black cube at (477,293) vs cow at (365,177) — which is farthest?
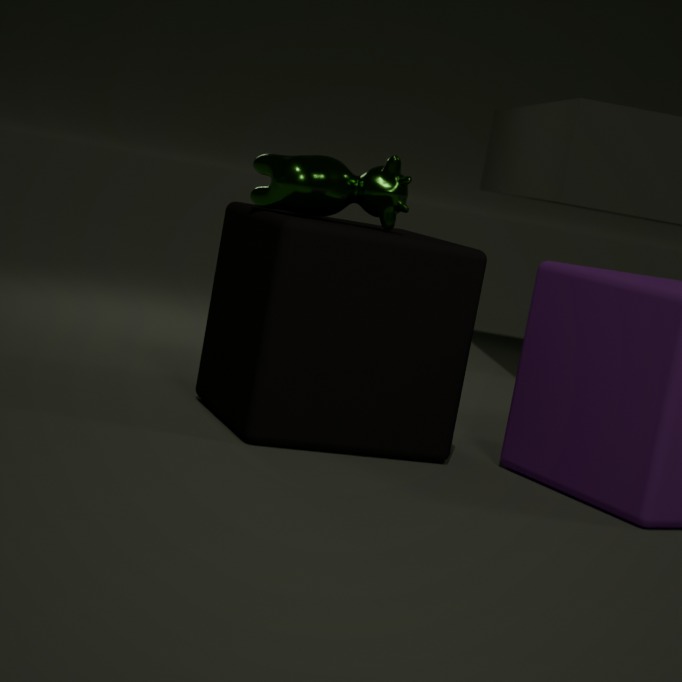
cow at (365,177)
